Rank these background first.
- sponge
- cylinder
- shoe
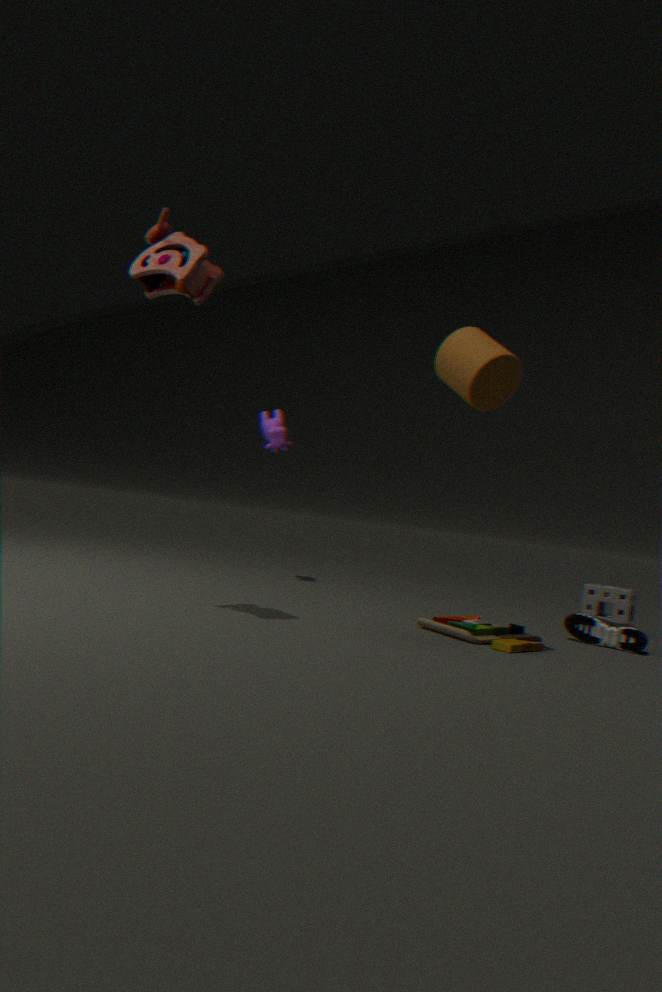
sponge < shoe < cylinder
